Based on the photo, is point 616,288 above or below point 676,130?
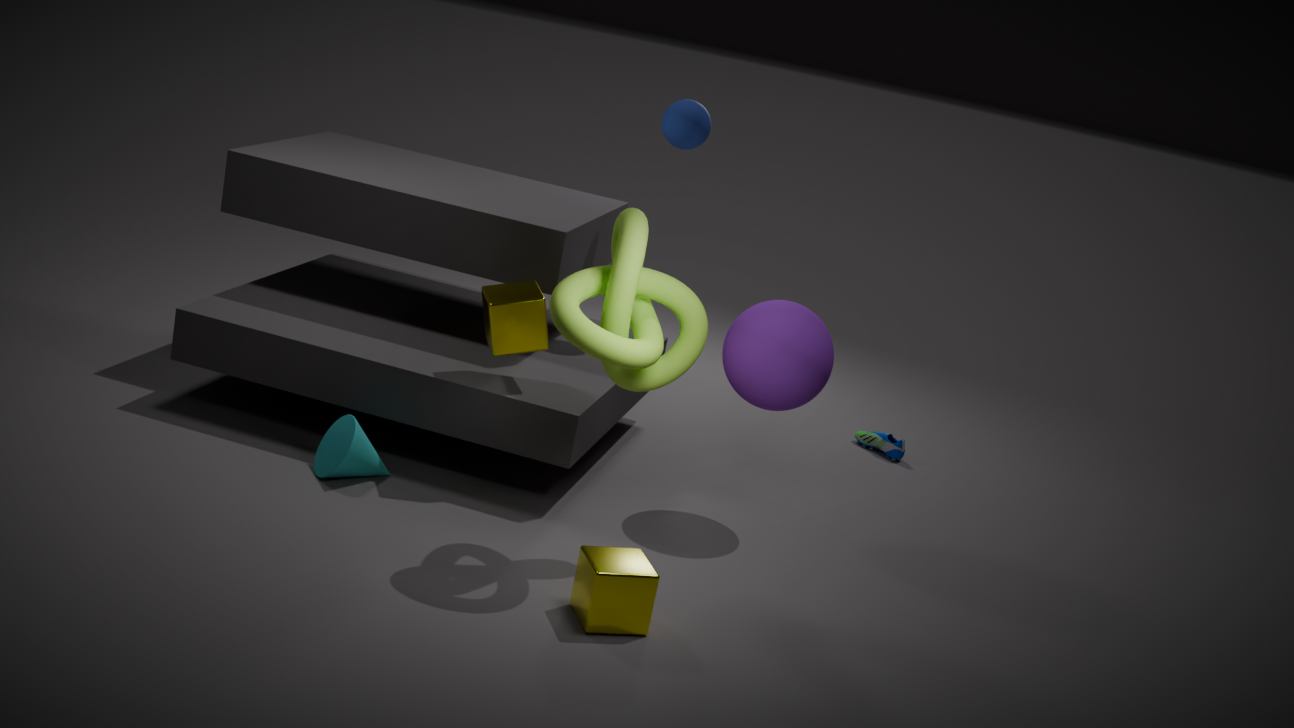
below
